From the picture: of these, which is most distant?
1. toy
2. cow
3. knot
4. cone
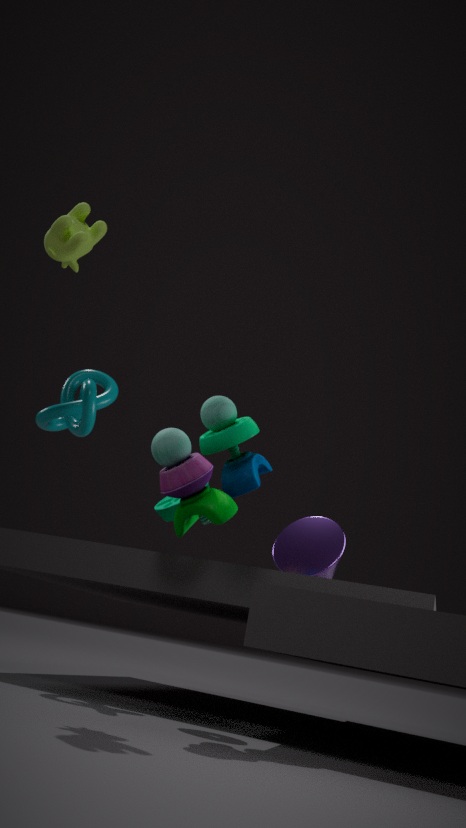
knot
